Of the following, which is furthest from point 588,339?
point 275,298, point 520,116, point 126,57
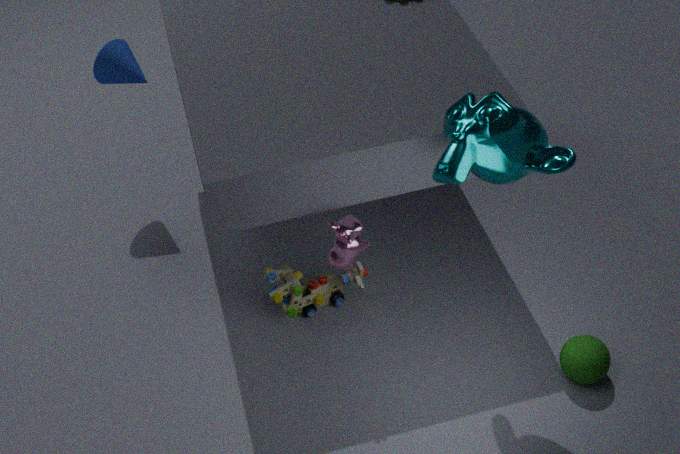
point 126,57
